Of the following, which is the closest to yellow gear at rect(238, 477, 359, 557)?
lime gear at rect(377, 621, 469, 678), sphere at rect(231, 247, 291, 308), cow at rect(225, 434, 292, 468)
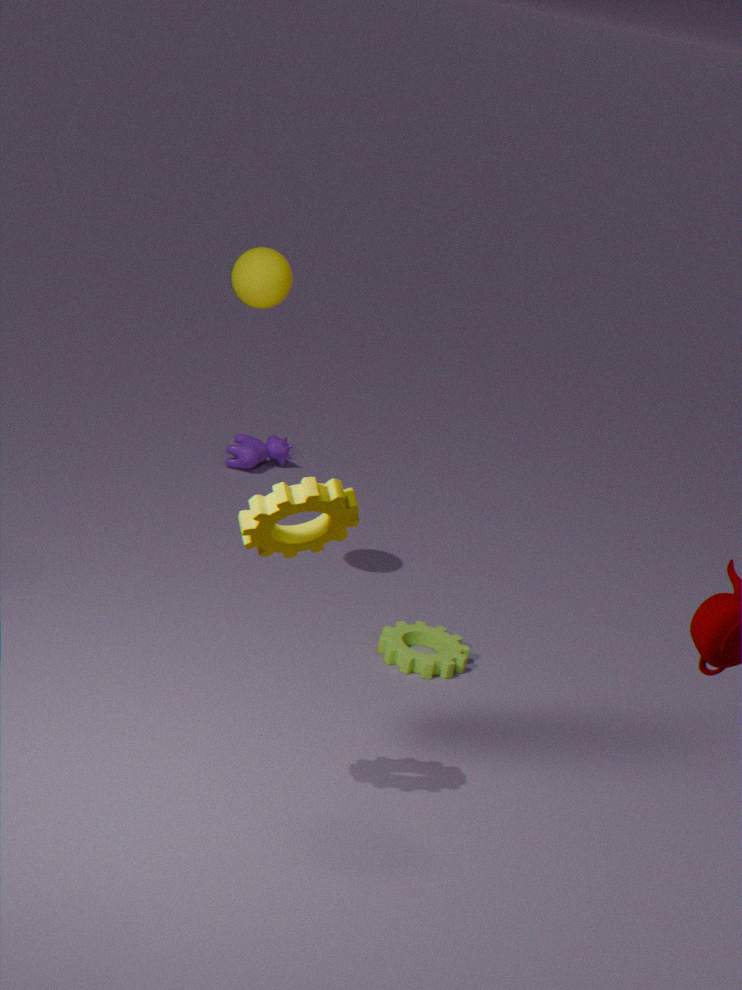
lime gear at rect(377, 621, 469, 678)
